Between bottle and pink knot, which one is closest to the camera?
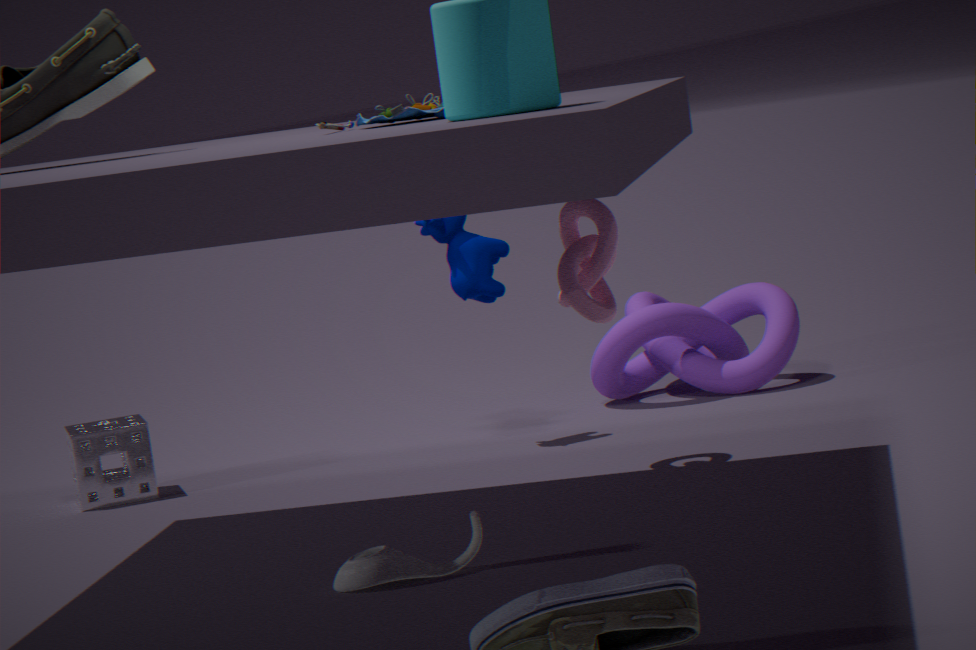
bottle
